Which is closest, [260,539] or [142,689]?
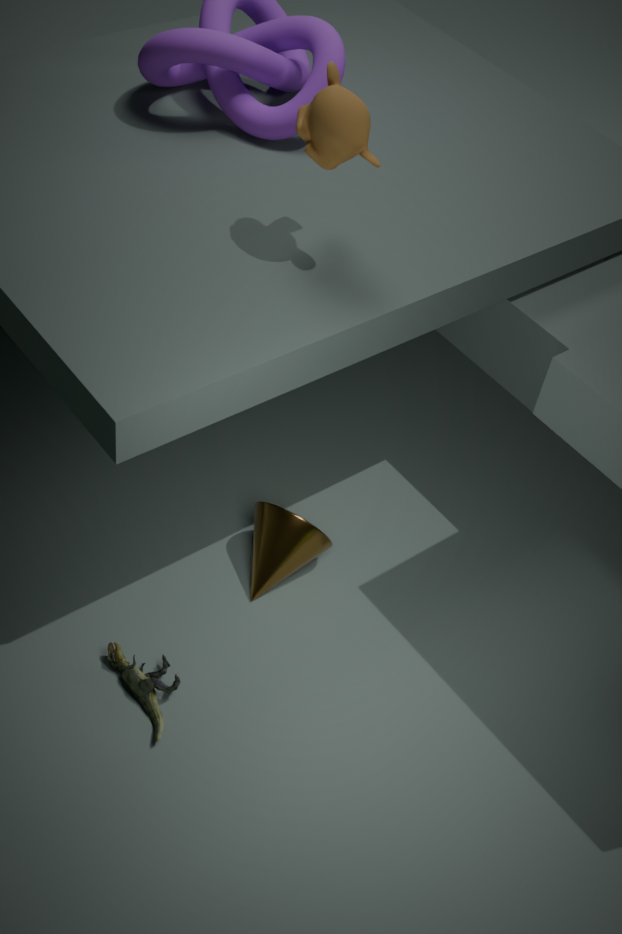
[142,689]
